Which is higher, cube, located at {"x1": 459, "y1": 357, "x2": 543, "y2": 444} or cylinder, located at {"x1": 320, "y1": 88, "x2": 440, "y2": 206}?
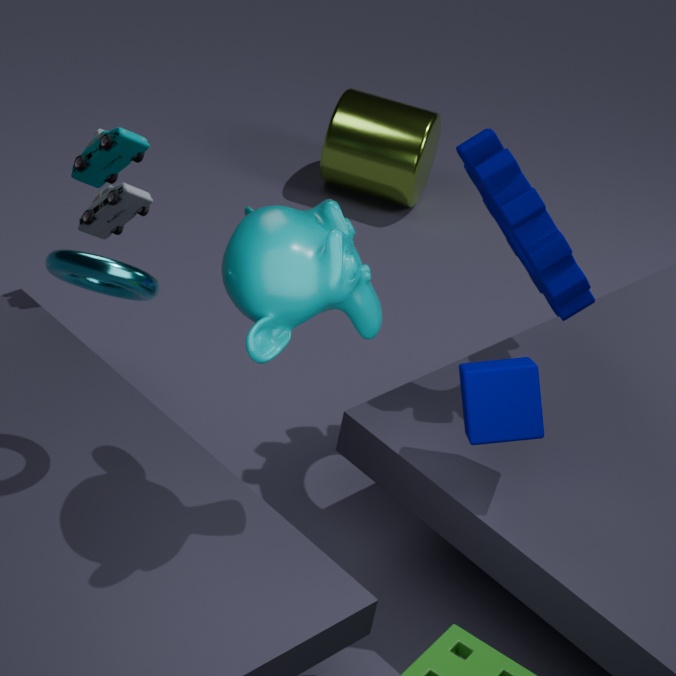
cube, located at {"x1": 459, "y1": 357, "x2": 543, "y2": 444}
